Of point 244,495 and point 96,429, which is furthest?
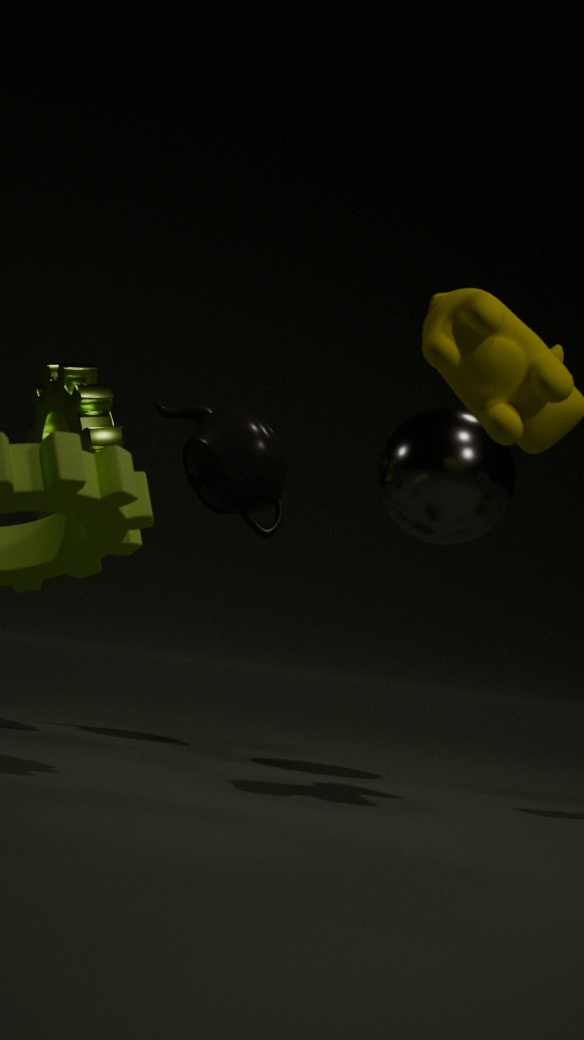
point 244,495
